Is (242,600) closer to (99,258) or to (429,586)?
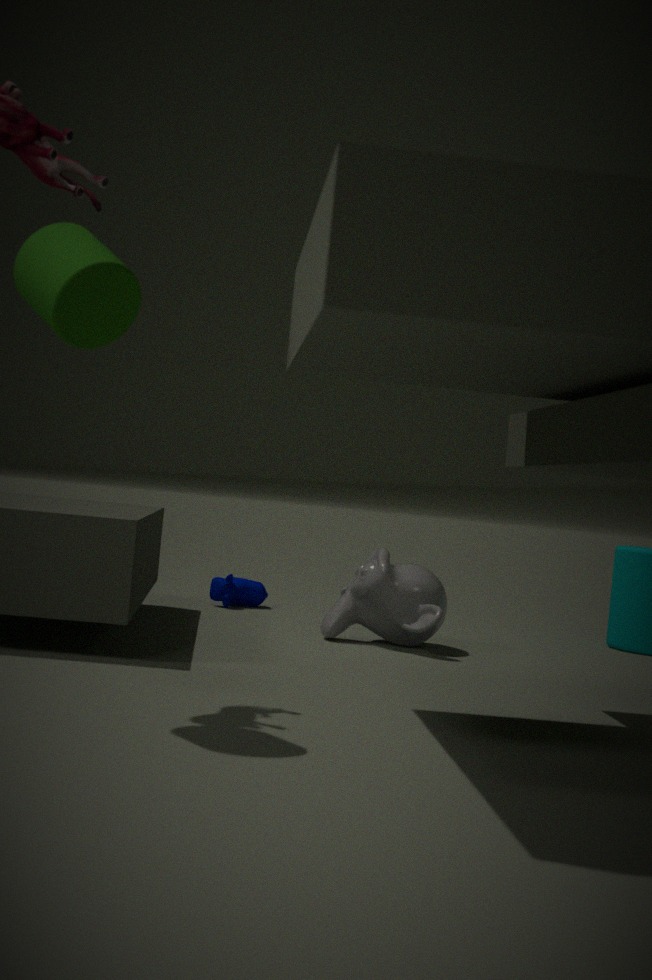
(429,586)
